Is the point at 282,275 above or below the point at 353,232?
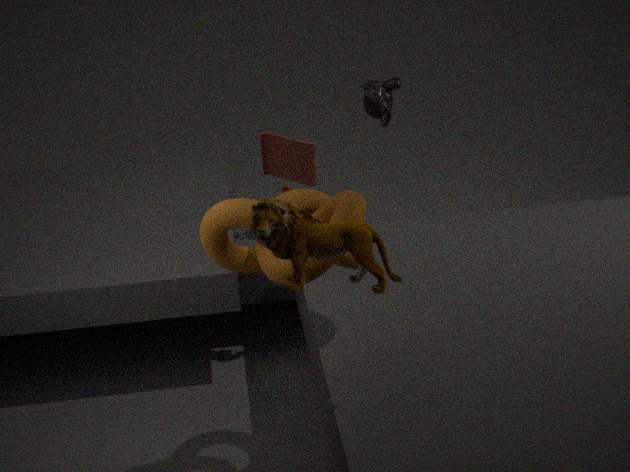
below
